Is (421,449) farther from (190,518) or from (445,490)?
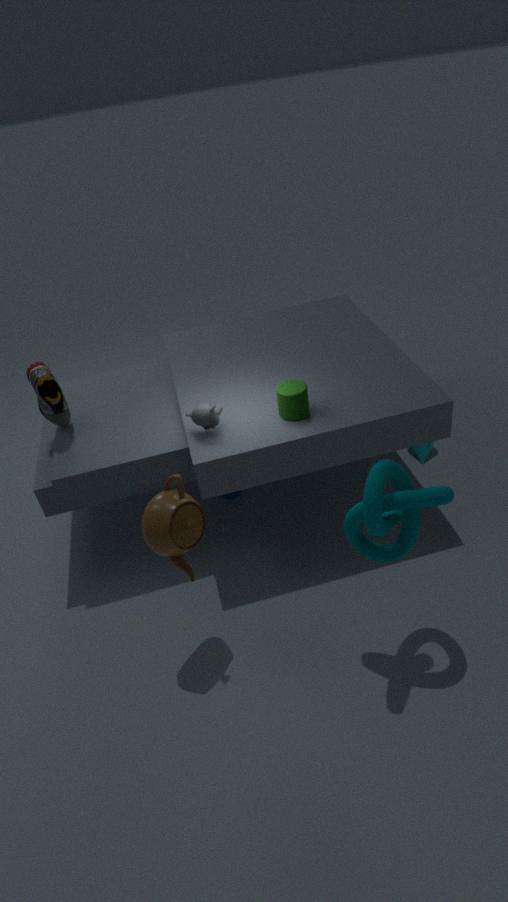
(190,518)
